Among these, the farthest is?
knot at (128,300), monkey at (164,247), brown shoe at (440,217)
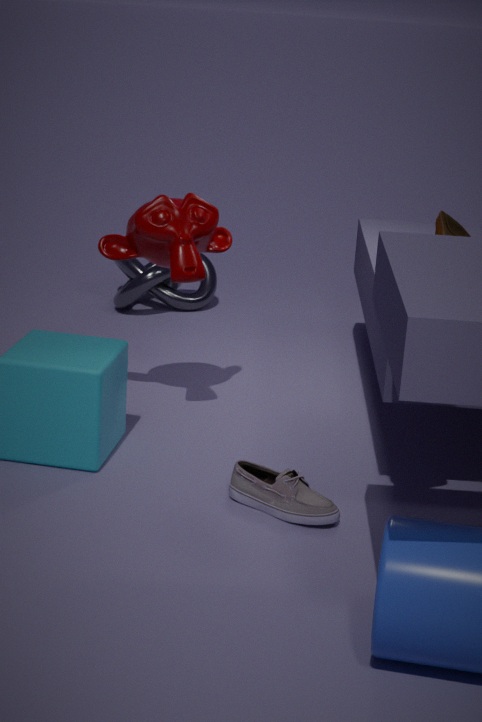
knot at (128,300)
